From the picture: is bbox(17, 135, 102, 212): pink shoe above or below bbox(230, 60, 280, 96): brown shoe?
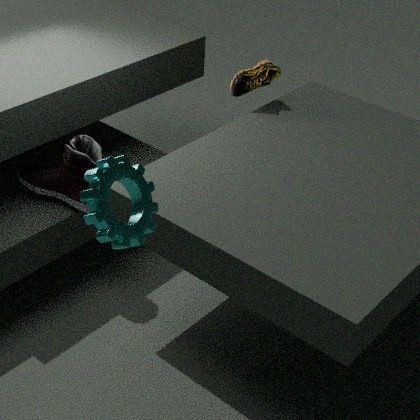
below
